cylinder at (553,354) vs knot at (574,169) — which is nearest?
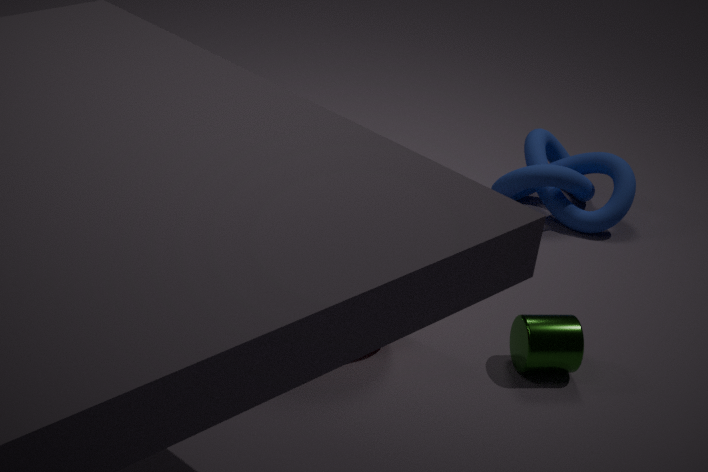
cylinder at (553,354)
